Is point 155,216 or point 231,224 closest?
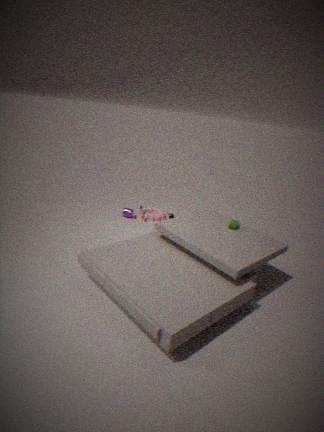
point 231,224
